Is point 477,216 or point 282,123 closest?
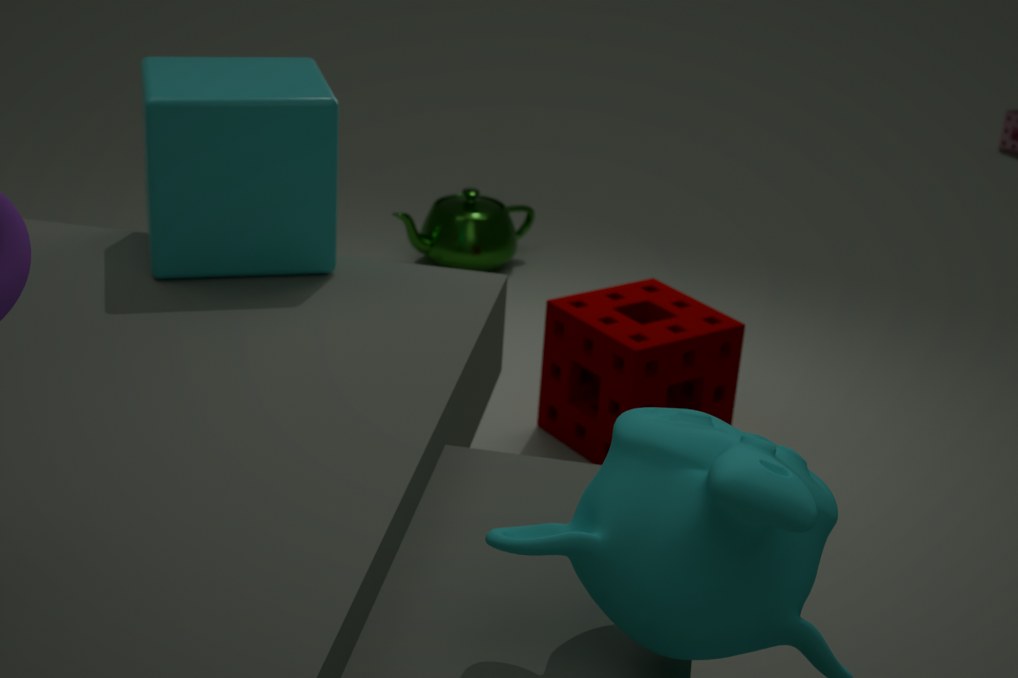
point 282,123
